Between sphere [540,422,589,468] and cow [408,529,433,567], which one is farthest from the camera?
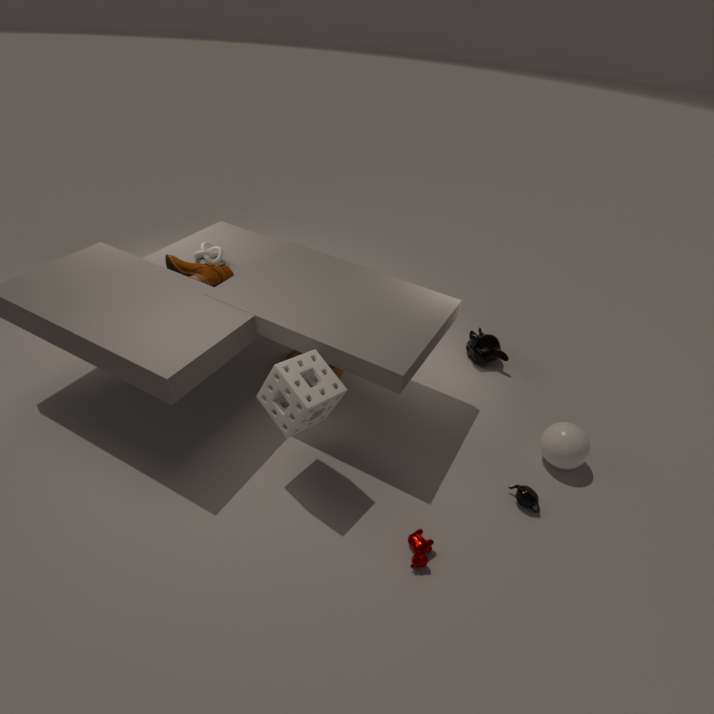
sphere [540,422,589,468]
